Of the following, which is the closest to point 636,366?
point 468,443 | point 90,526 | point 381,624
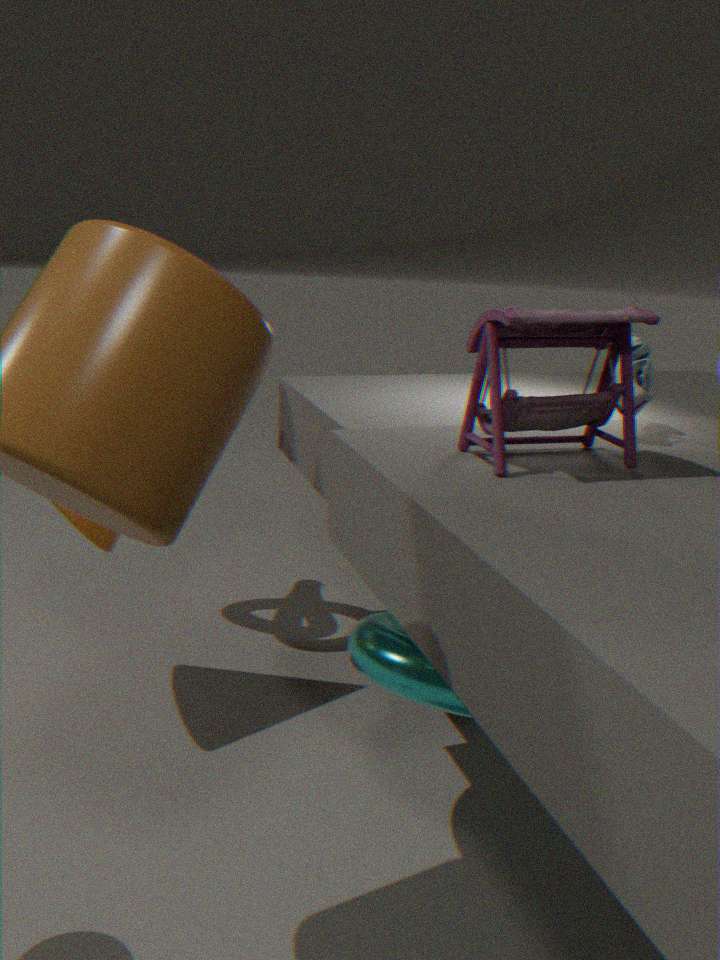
point 468,443
